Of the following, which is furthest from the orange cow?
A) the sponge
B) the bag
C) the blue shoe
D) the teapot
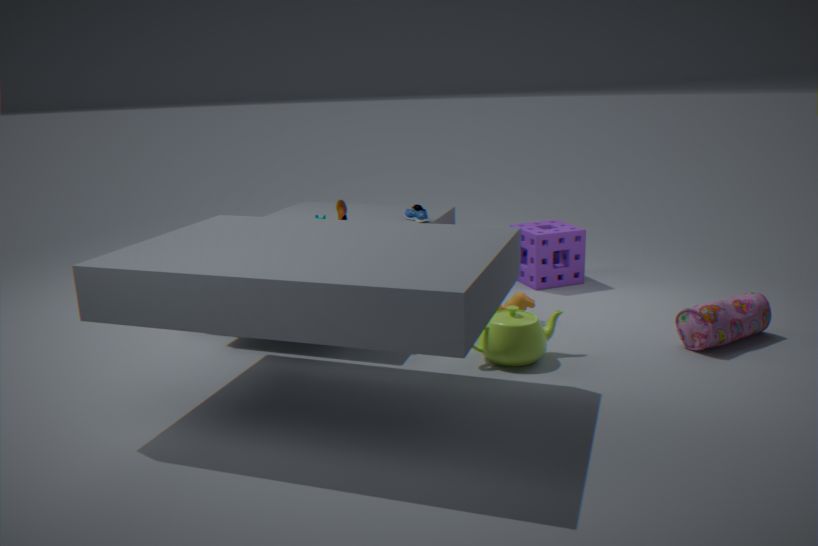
the blue shoe
